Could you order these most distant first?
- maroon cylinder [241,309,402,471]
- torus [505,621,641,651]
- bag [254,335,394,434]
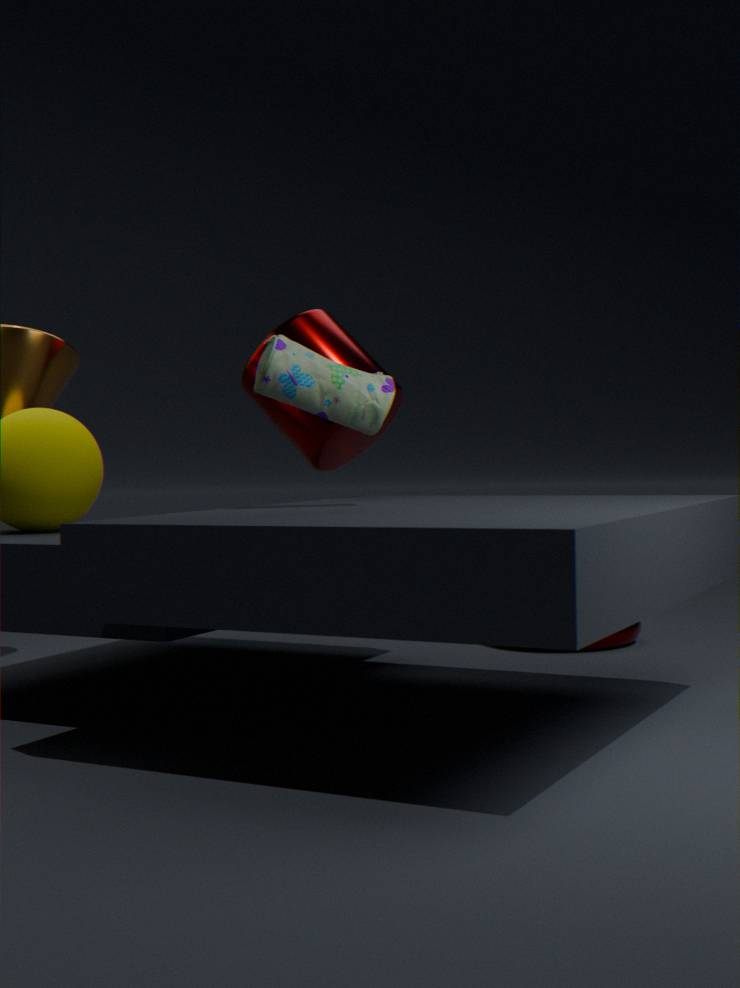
torus [505,621,641,651]
maroon cylinder [241,309,402,471]
bag [254,335,394,434]
